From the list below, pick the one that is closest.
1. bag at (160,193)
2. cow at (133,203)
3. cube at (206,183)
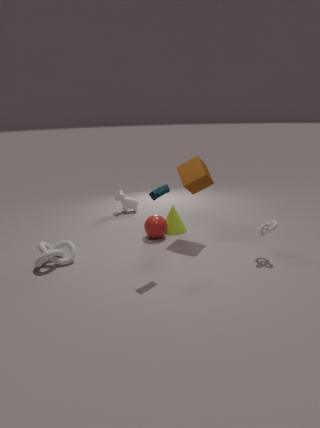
bag at (160,193)
